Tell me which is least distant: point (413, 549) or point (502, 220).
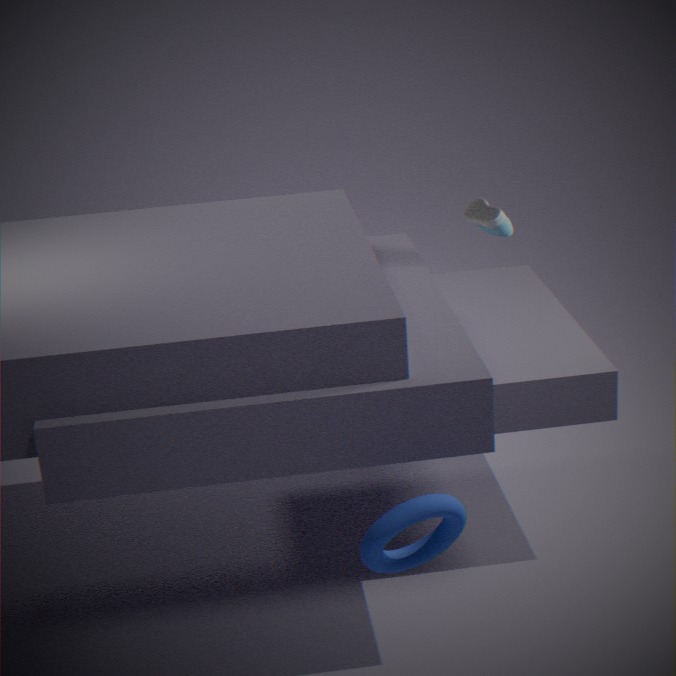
point (413, 549)
